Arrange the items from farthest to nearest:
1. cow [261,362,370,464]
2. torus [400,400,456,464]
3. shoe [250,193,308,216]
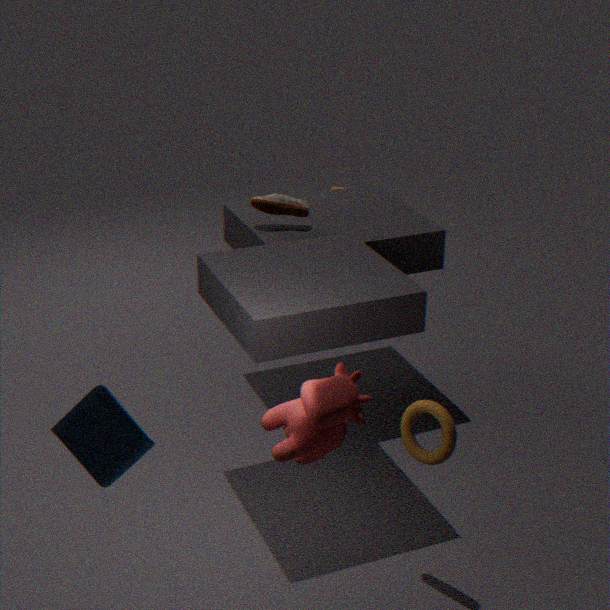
1. shoe [250,193,308,216]
2. torus [400,400,456,464]
3. cow [261,362,370,464]
